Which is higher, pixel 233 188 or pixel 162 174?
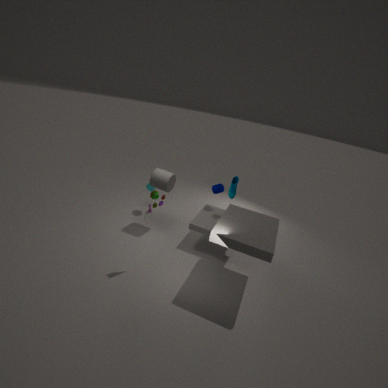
pixel 233 188
